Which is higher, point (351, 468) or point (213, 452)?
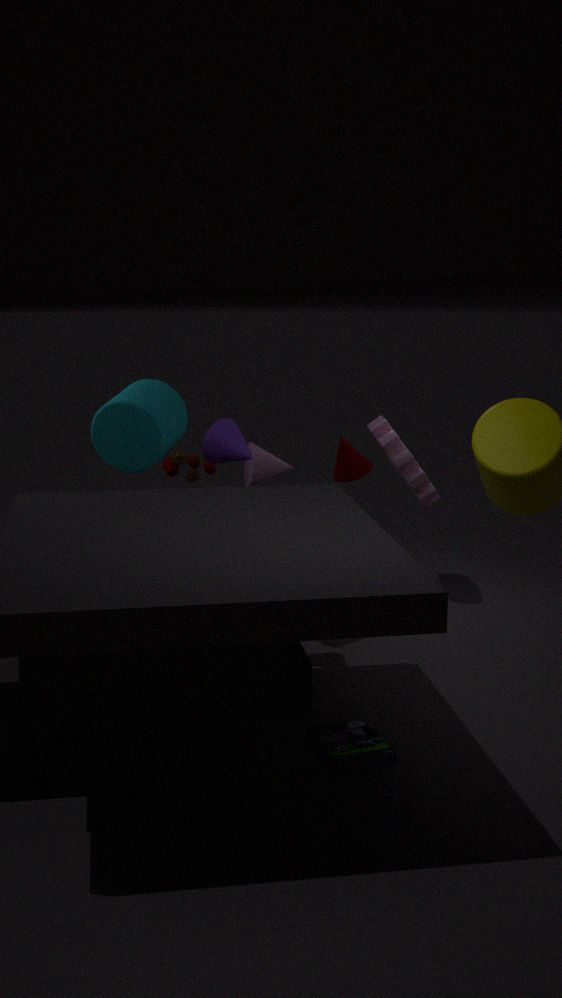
point (213, 452)
